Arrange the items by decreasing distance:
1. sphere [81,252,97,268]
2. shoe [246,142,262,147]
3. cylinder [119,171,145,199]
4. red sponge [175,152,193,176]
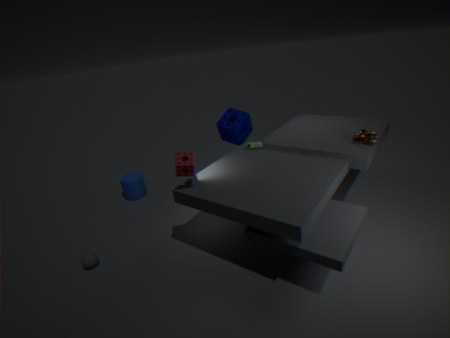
cylinder [119,171,145,199] → shoe [246,142,262,147] → sphere [81,252,97,268] → red sponge [175,152,193,176]
